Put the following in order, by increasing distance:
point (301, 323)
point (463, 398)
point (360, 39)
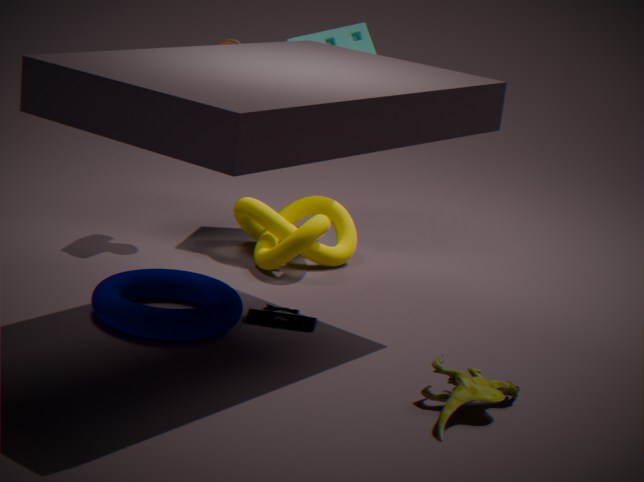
point (463, 398)
point (301, 323)
point (360, 39)
